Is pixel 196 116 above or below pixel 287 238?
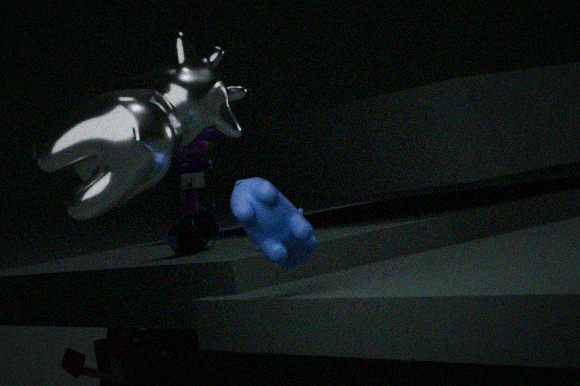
above
